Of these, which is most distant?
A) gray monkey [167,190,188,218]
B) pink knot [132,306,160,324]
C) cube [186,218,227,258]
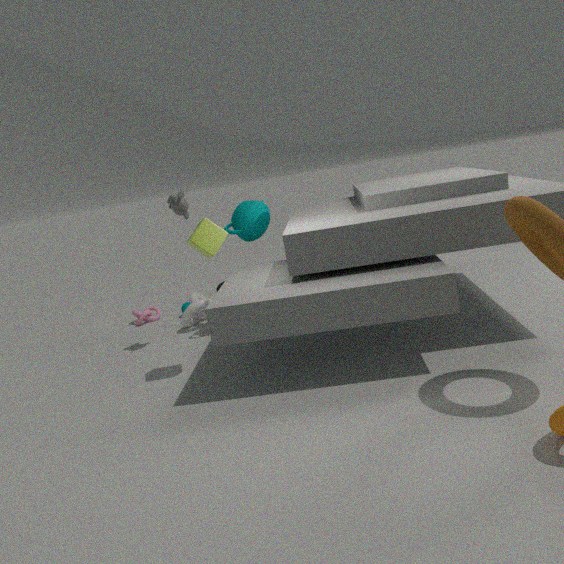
pink knot [132,306,160,324]
